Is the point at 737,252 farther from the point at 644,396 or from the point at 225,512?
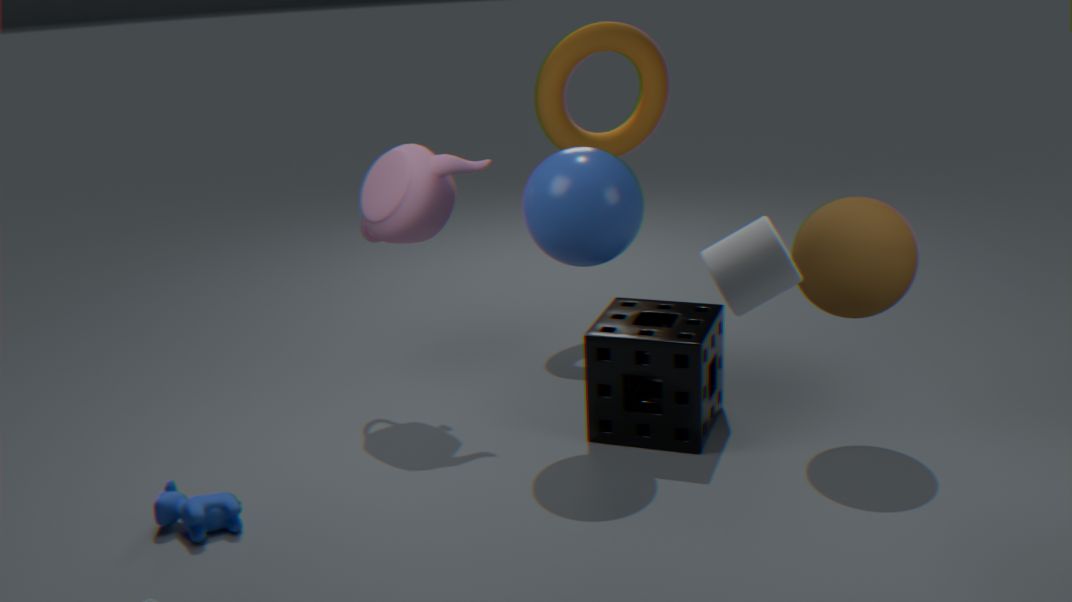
the point at 225,512
